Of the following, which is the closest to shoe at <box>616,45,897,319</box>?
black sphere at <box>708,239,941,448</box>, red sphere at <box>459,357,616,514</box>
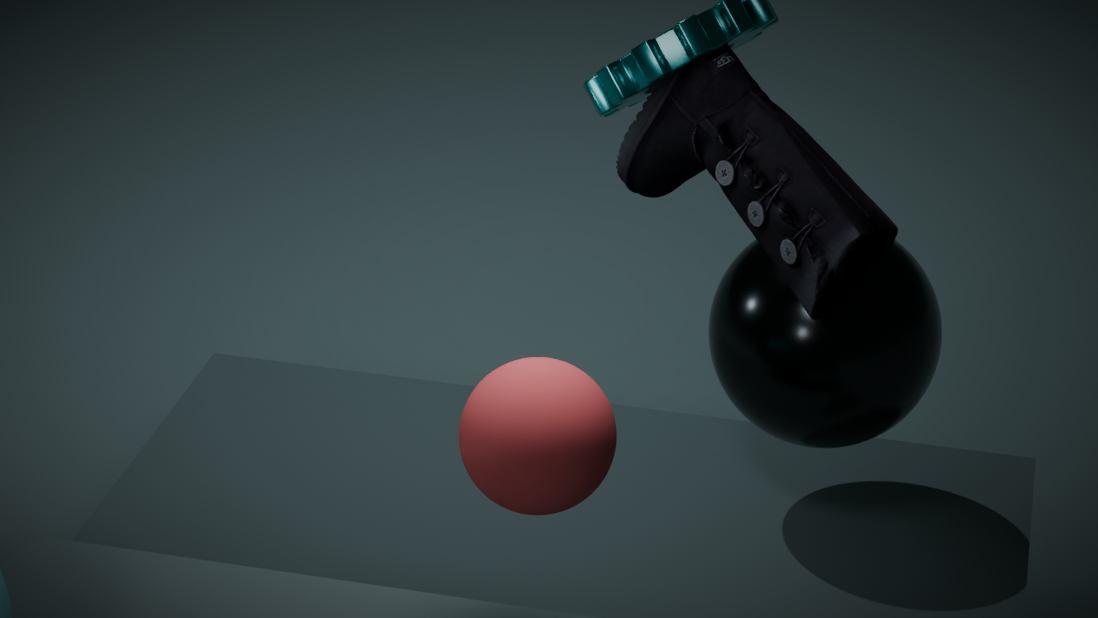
black sphere at <box>708,239,941,448</box>
